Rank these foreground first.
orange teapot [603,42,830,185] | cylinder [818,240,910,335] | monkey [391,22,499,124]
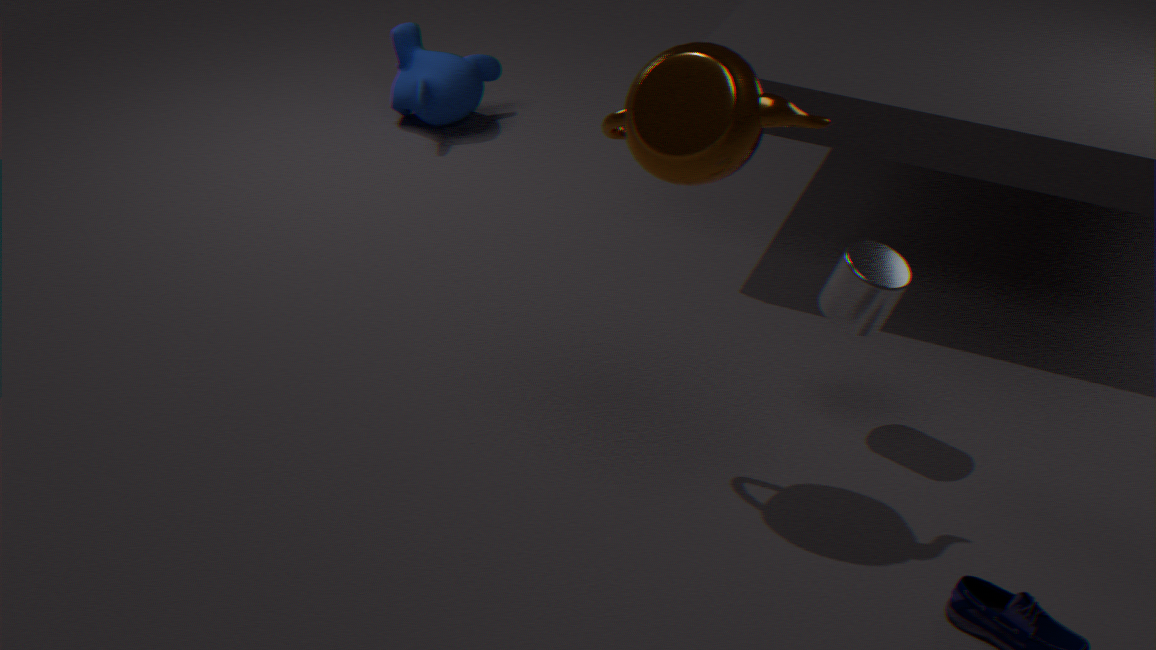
orange teapot [603,42,830,185] < cylinder [818,240,910,335] < monkey [391,22,499,124]
